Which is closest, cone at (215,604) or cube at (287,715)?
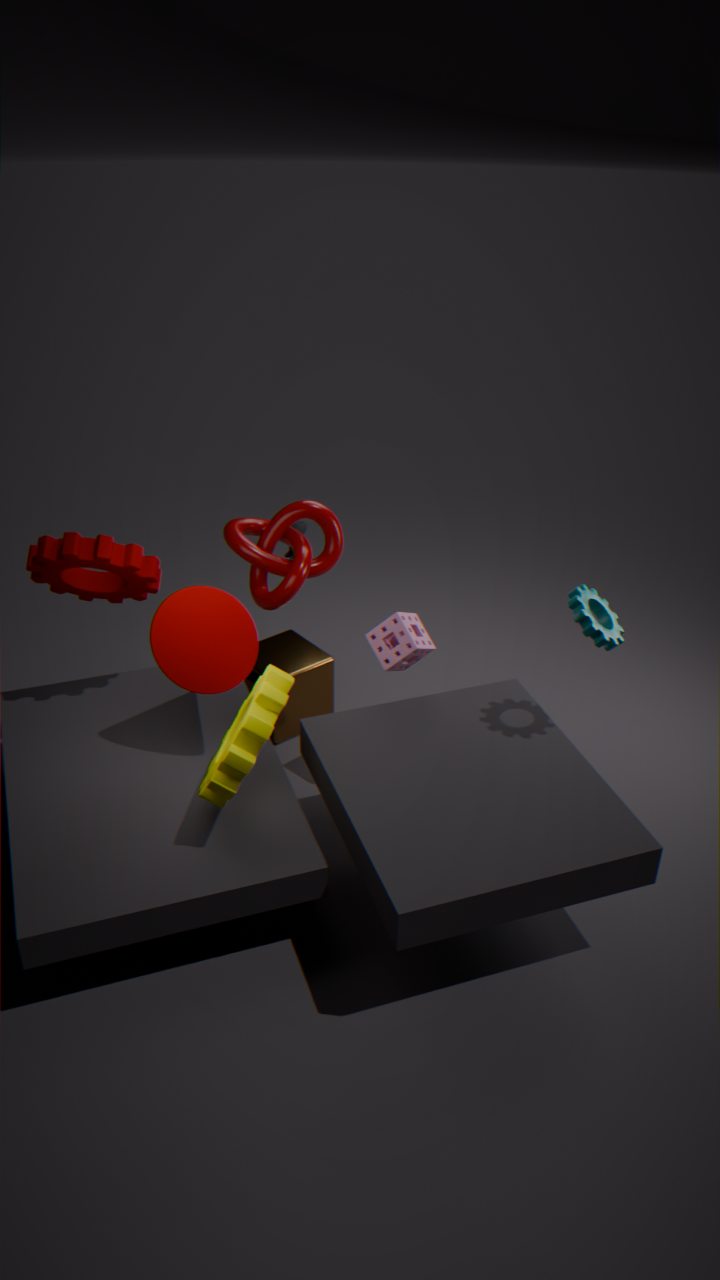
cone at (215,604)
